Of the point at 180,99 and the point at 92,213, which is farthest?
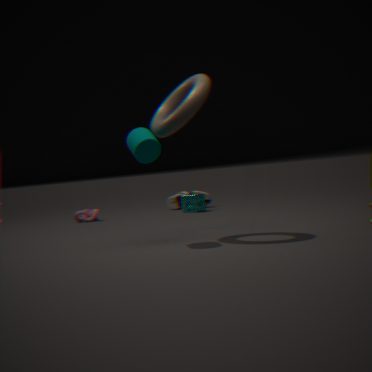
the point at 92,213
